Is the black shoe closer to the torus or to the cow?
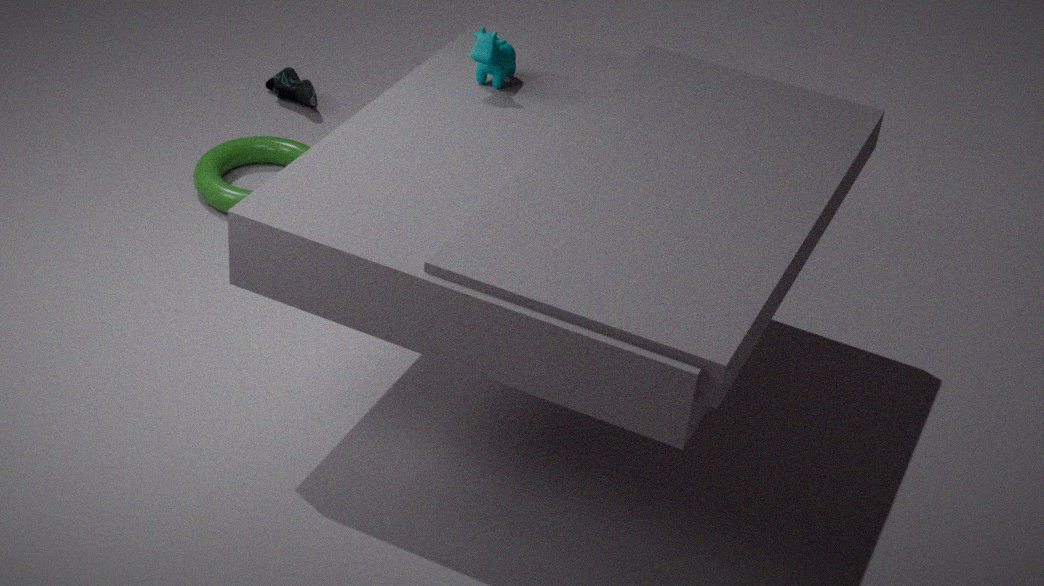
the torus
